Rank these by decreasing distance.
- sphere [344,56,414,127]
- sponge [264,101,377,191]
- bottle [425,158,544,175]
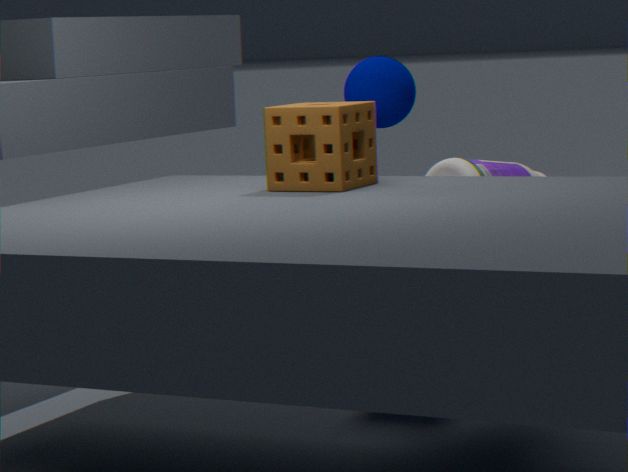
sphere [344,56,414,127]
bottle [425,158,544,175]
sponge [264,101,377,191]
